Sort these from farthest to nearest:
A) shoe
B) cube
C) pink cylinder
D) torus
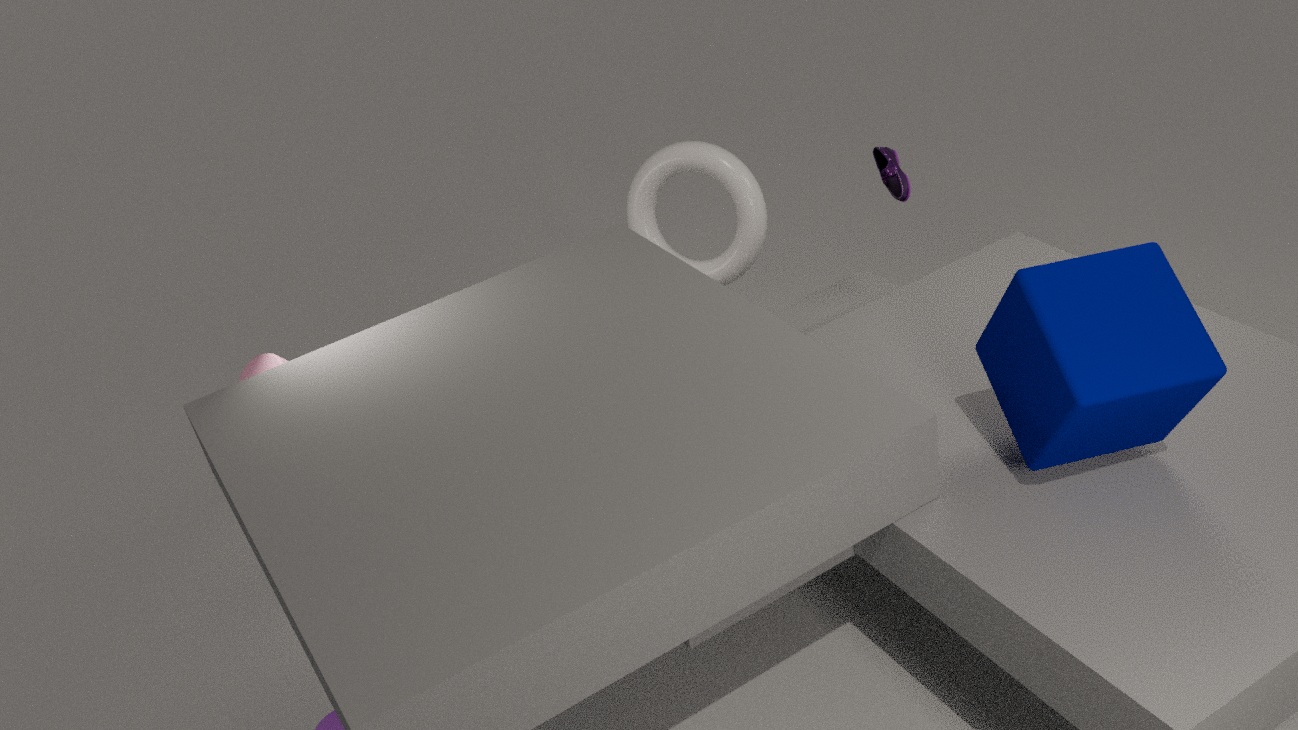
torus, pink cylinder, shoe, cube
